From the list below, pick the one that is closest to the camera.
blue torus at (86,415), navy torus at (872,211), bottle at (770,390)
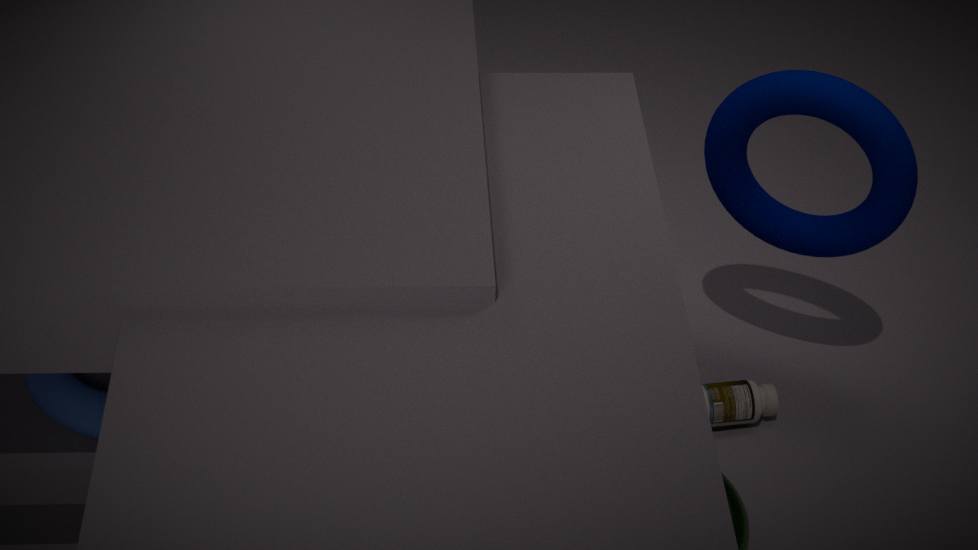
blue torus at (86,415)
